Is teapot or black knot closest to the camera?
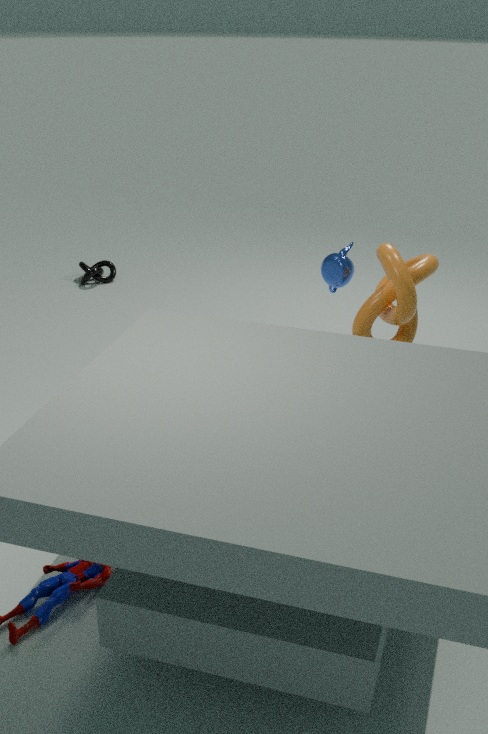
teapot
